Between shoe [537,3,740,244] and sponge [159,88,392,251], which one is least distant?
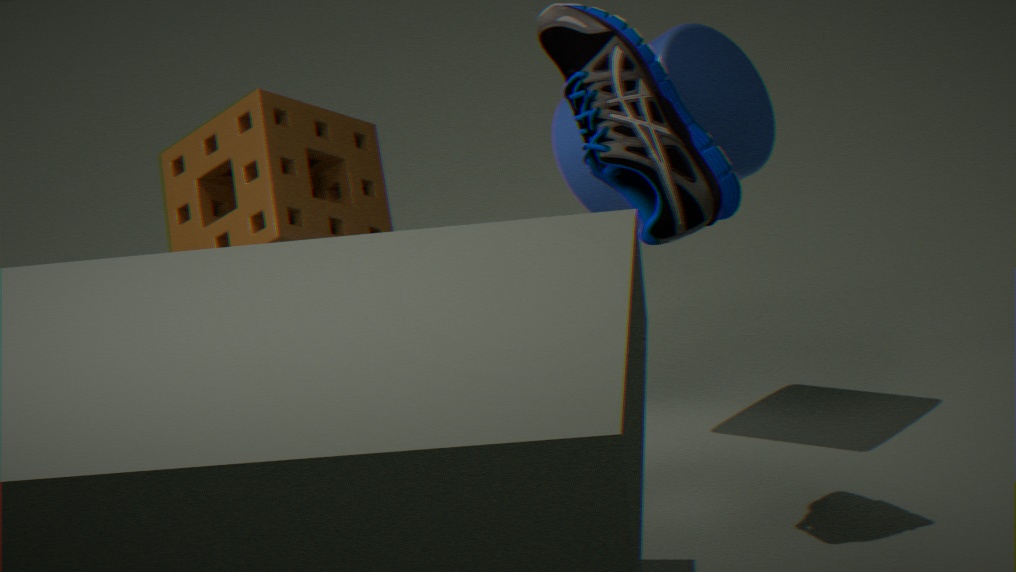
shoe [537,3,740,244]
